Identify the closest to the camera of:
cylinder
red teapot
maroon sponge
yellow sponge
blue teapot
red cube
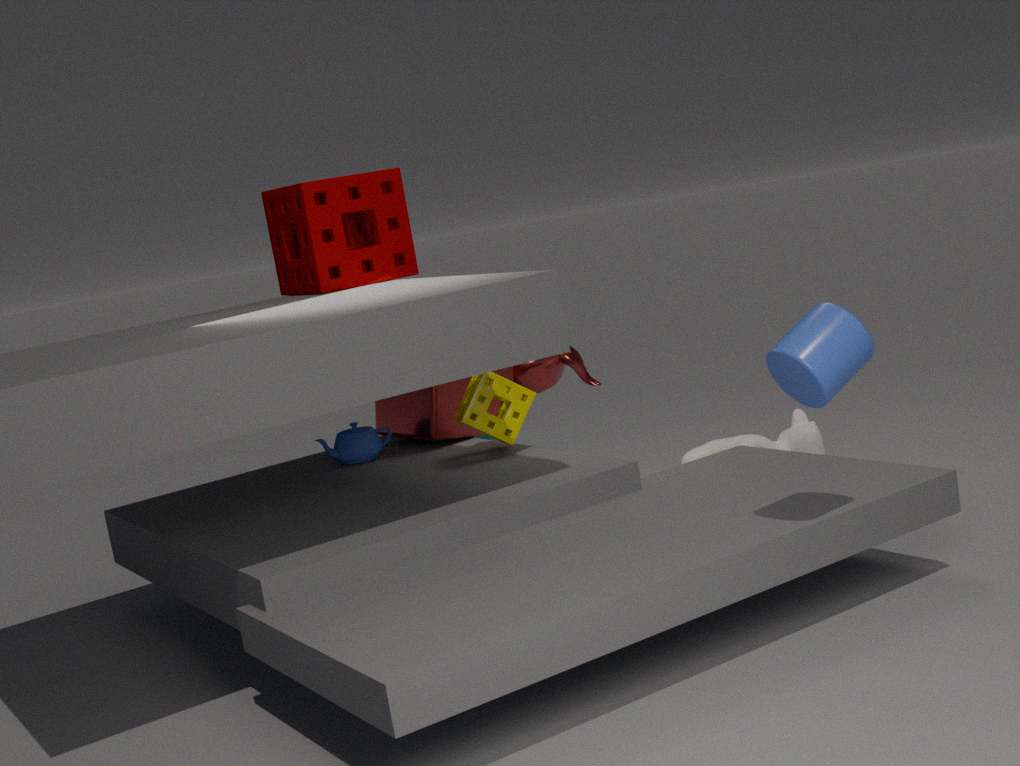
cylinder
